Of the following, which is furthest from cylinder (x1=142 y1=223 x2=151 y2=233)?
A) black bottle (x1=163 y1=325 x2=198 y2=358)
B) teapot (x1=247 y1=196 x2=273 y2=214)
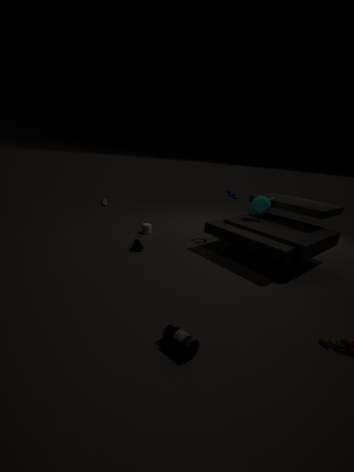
black bottle (x1=163 y1=325 x2=198 y2=358)
